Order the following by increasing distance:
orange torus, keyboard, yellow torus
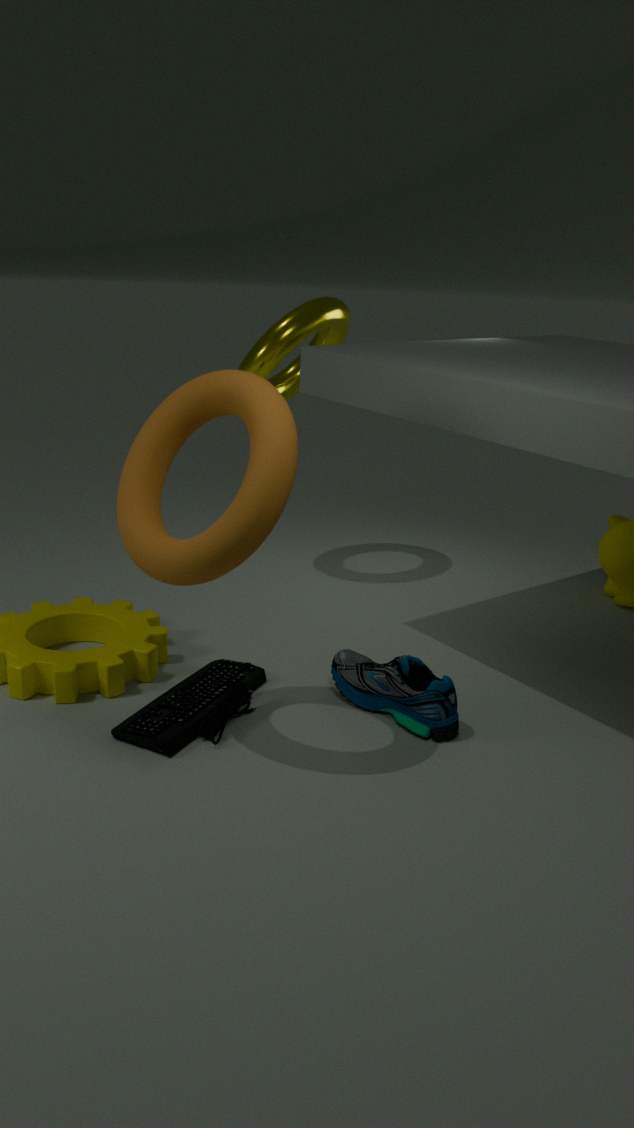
orange torus → keyboard → yellow torus
